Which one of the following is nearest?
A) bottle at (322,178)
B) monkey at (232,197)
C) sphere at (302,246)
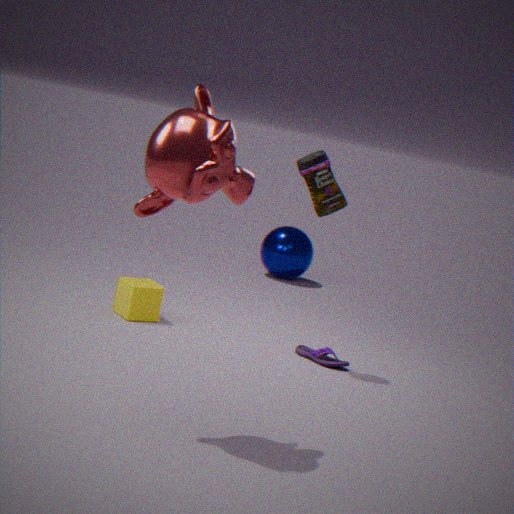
monkey at (232,197)
